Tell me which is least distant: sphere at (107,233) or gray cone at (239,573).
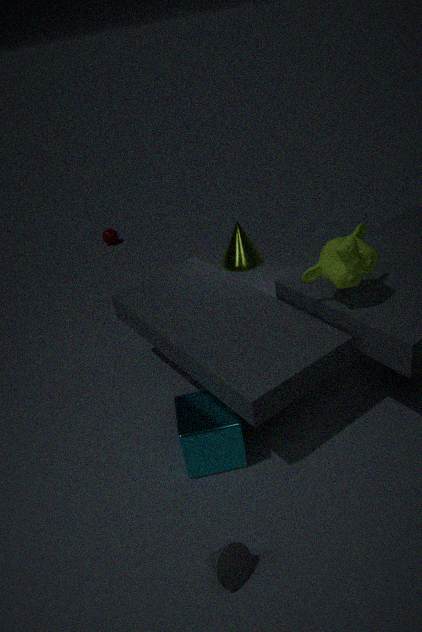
gray cone at (239,573)
